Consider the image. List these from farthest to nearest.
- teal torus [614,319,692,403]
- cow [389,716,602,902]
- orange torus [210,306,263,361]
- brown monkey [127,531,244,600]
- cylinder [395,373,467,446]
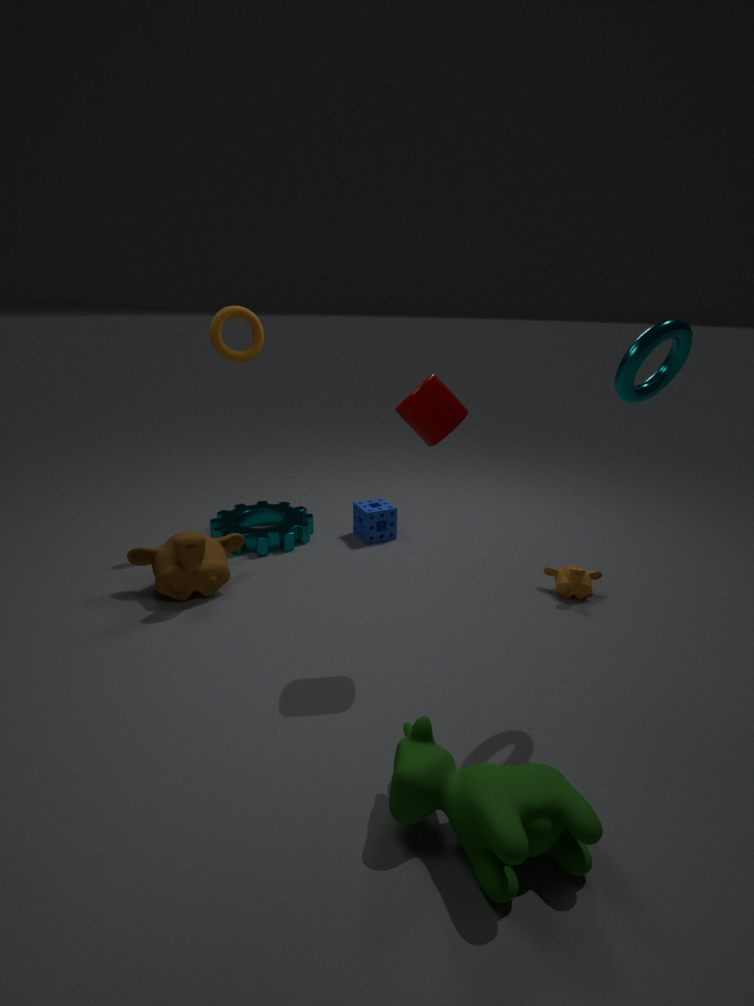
1. orange torus [210,306,263,361]
2. brown monkey [127,531,244,600]
3. cylinder [395,373,467,446]
4. teal torus [614,319,692,403]
5. cow [389,716,602,902]
